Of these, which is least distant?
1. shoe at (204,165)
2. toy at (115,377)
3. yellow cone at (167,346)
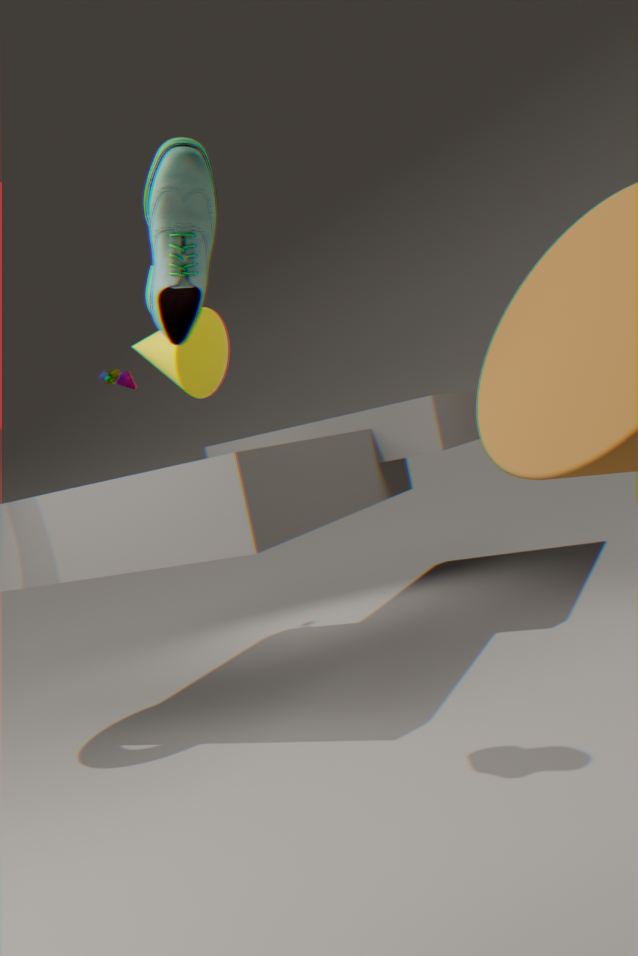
shoe at (204,165)
